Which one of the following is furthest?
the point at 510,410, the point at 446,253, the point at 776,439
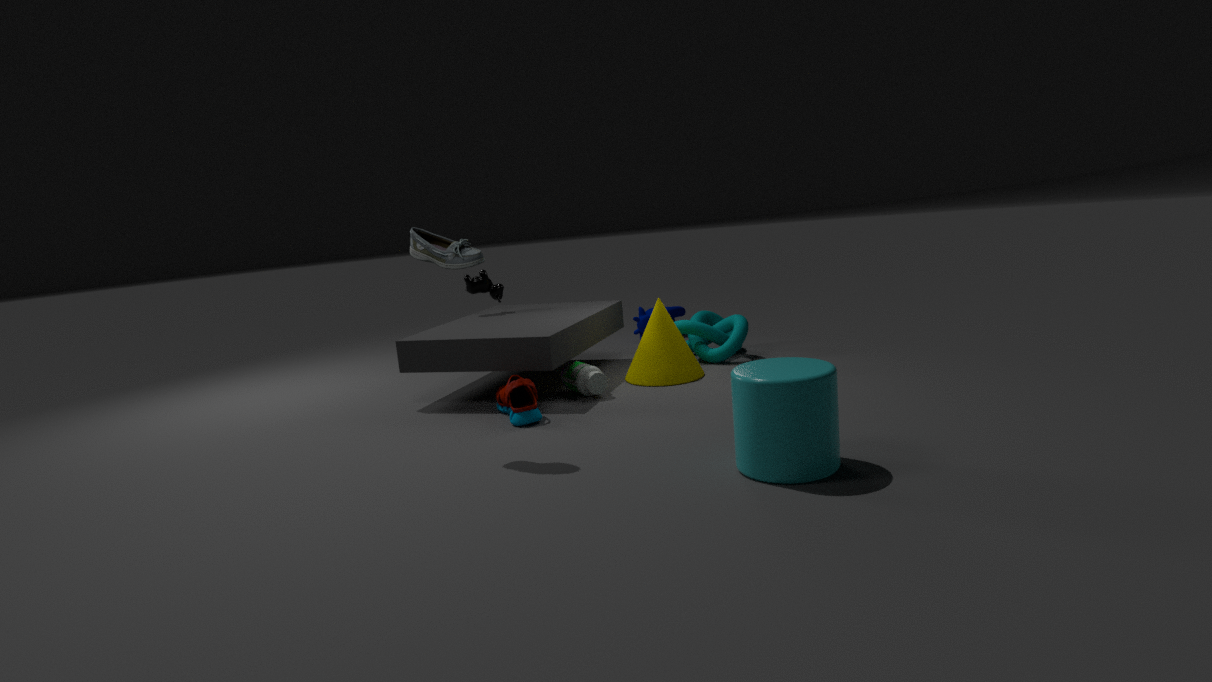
the point at 510,410
